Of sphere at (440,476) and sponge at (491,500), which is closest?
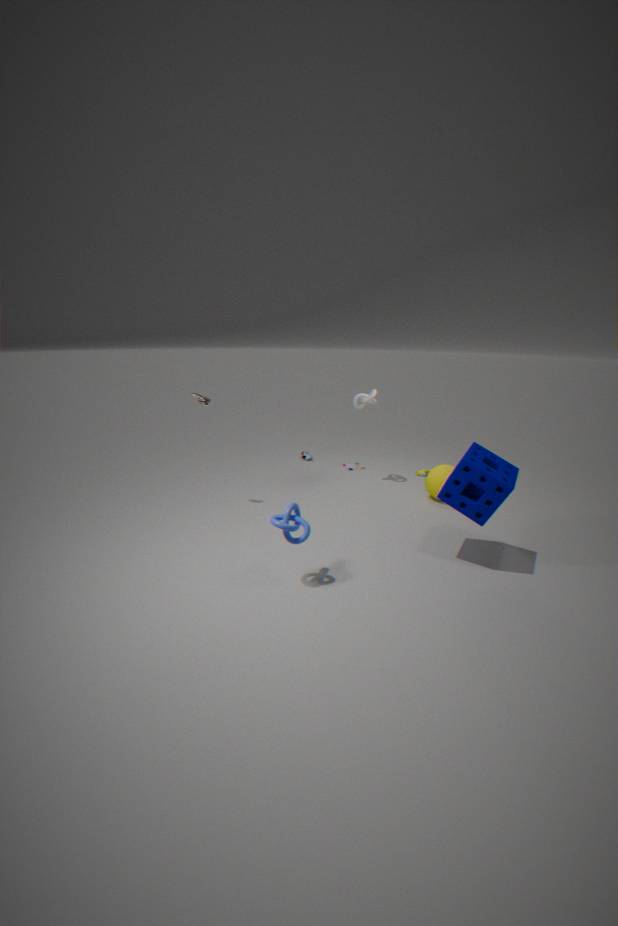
sponge at (491,500)
